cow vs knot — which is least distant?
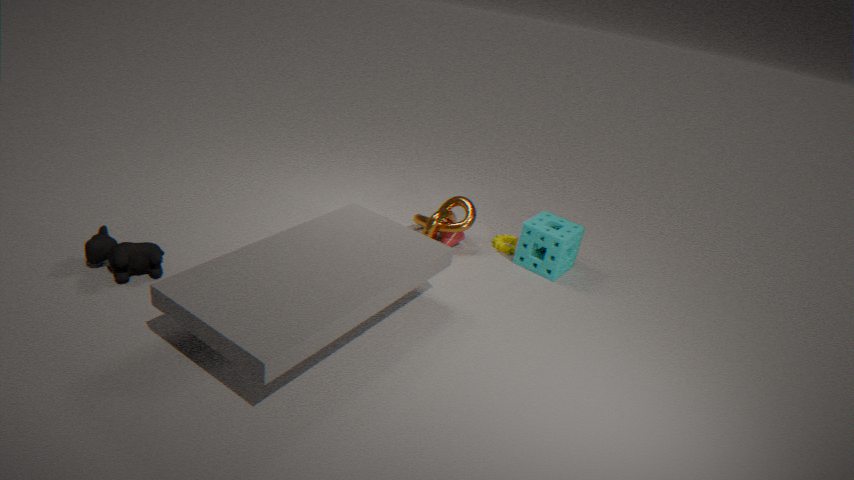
cow
